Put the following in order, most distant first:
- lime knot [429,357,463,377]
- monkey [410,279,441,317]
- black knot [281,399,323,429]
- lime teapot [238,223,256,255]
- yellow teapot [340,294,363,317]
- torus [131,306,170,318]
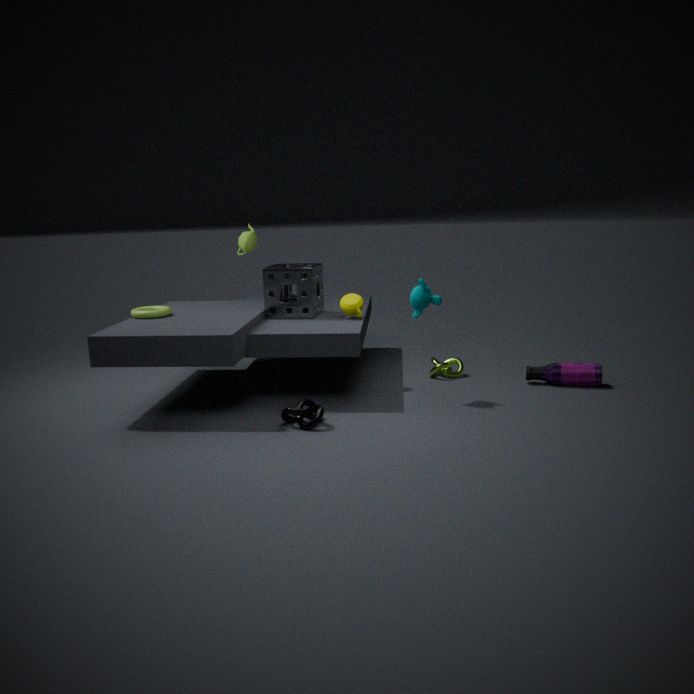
lime teapot [238,223,256,255] → lime knot [429,357,463,377] → yellow teapot [340,294,363,317] → torus [131,306,170,318] → monkey [410,279,441,317] → black knot [281,399,323,429]
